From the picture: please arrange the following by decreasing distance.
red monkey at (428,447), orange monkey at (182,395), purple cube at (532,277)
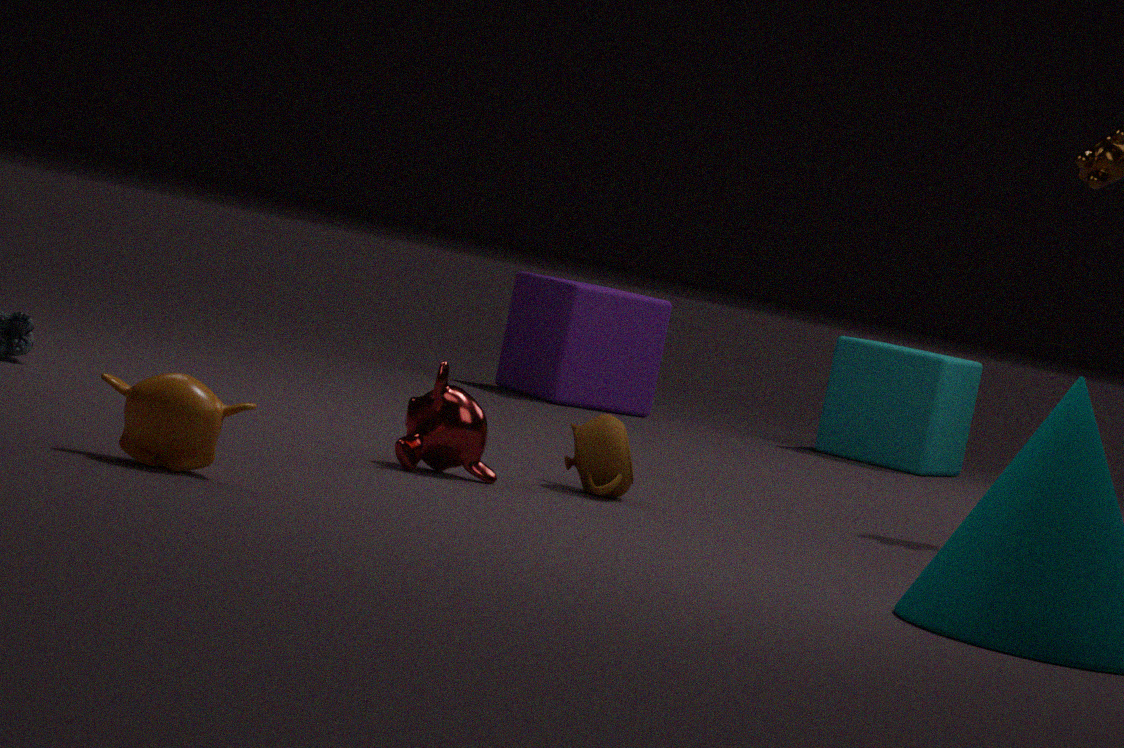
purple cube at (532,277), red monkey at (428,447), orange monkey at (182,395)
